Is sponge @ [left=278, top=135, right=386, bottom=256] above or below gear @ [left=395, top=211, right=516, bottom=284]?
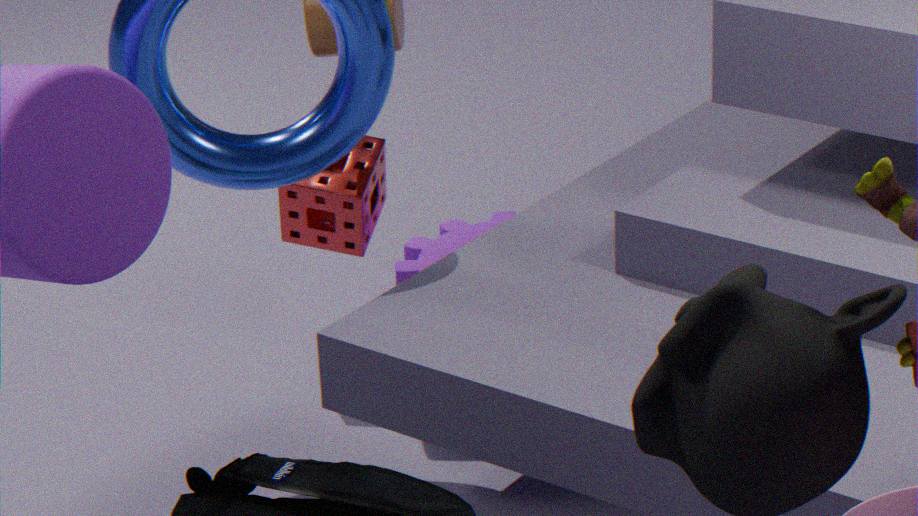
above
